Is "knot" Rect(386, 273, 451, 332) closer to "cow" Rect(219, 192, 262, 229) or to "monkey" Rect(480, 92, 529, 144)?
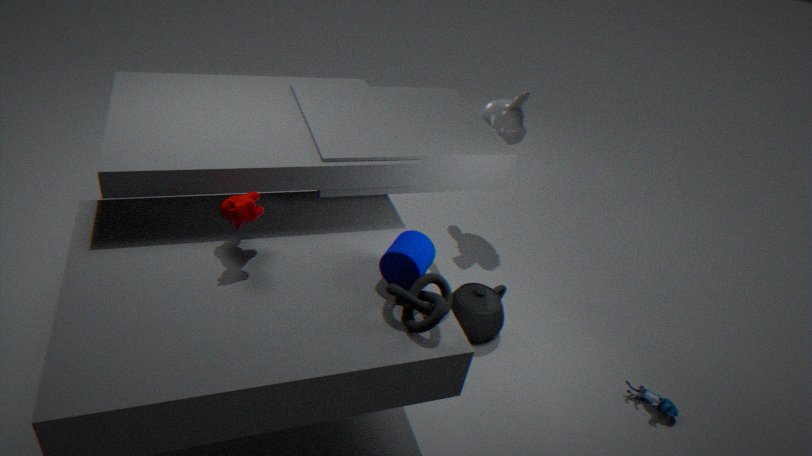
"cow" Rect(219, 192, 262, 229)
